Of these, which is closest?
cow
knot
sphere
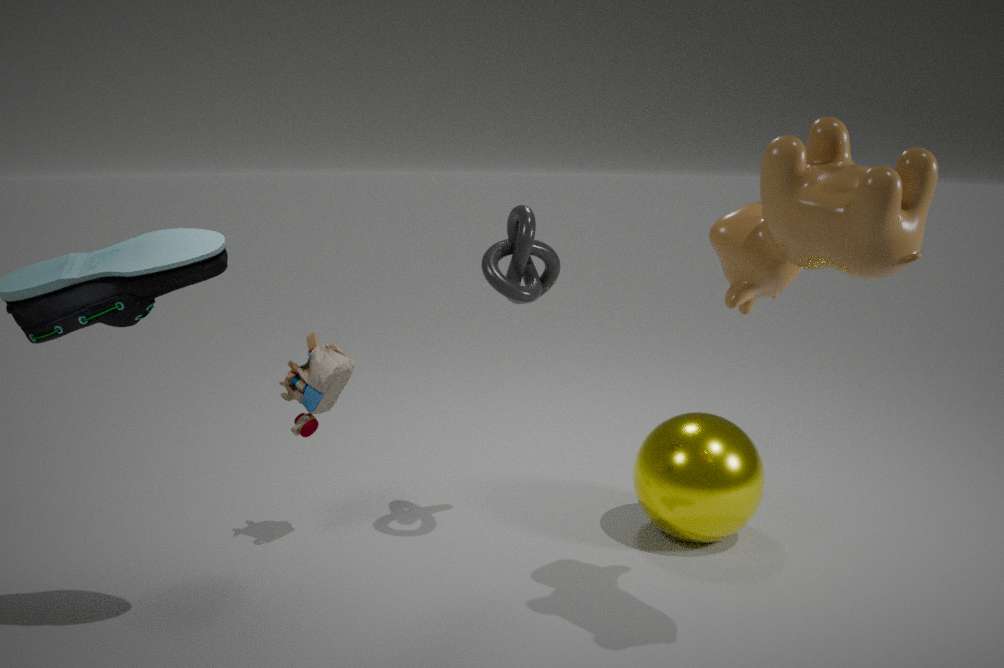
cow
